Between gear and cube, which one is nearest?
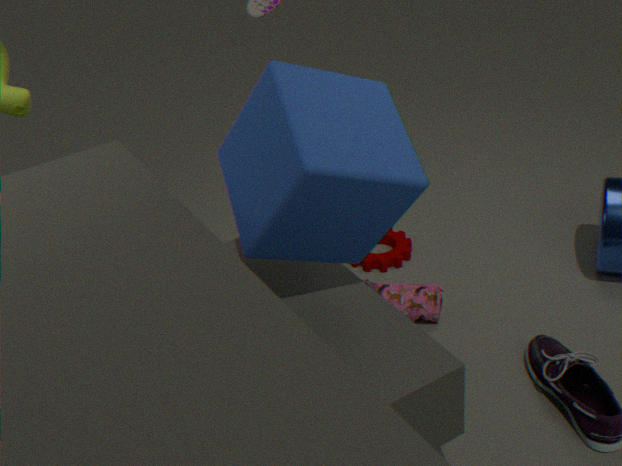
cube
